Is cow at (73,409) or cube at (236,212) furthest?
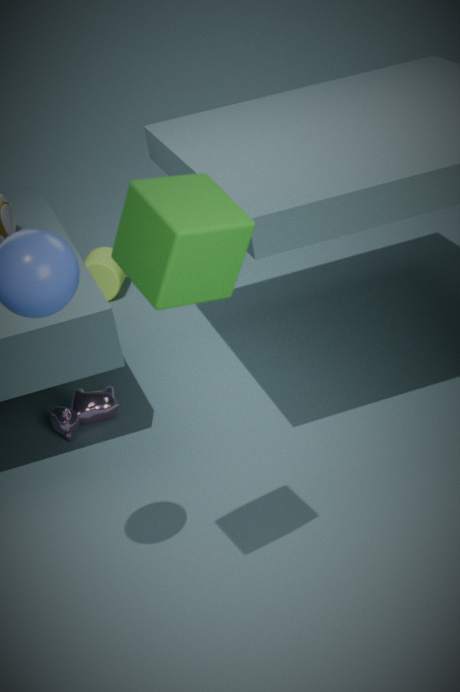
cow at (73,409)
